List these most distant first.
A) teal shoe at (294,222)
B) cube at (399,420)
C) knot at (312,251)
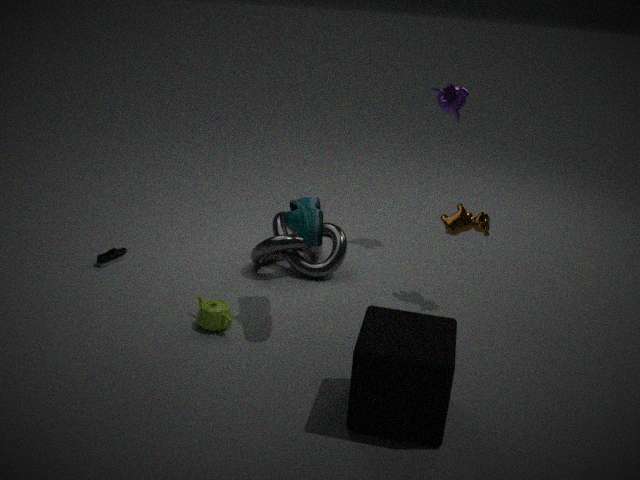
knot at (312,251) → teal shoe at (294,222) → cube at (399,420)
